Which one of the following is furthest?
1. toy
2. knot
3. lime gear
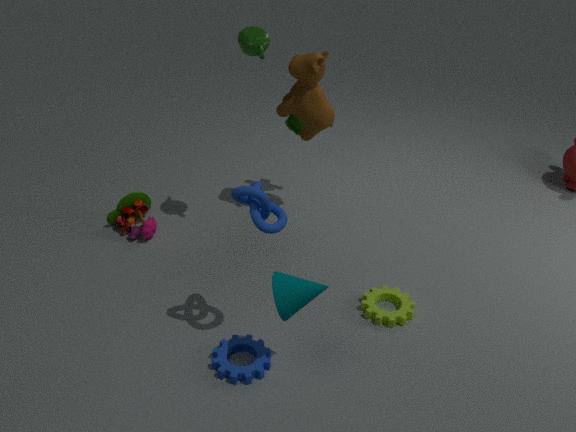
toy
